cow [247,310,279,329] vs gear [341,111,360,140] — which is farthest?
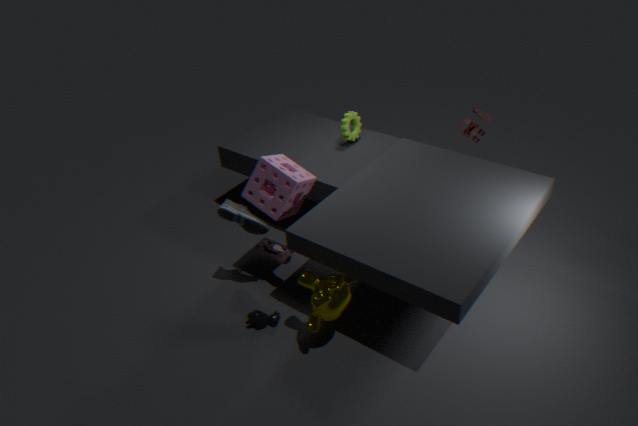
gear [341,111,360,140]
